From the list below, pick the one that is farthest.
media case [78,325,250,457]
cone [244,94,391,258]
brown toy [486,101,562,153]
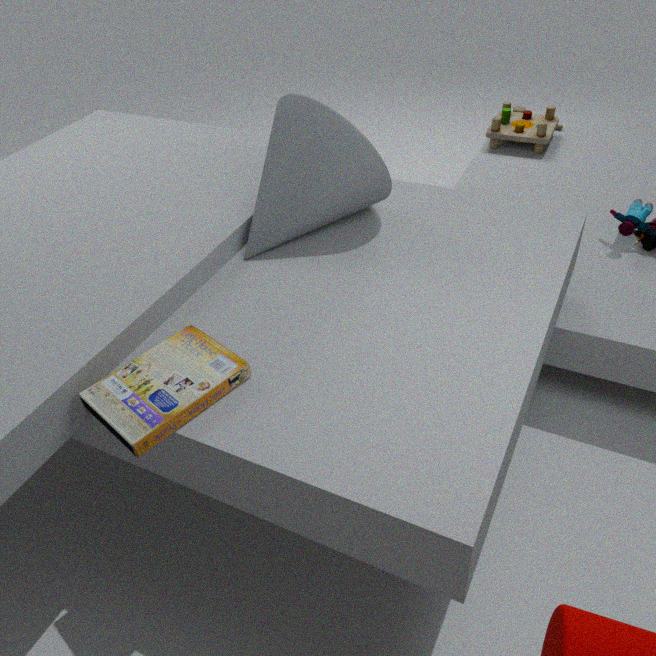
brown toy [486,101,562,153]
